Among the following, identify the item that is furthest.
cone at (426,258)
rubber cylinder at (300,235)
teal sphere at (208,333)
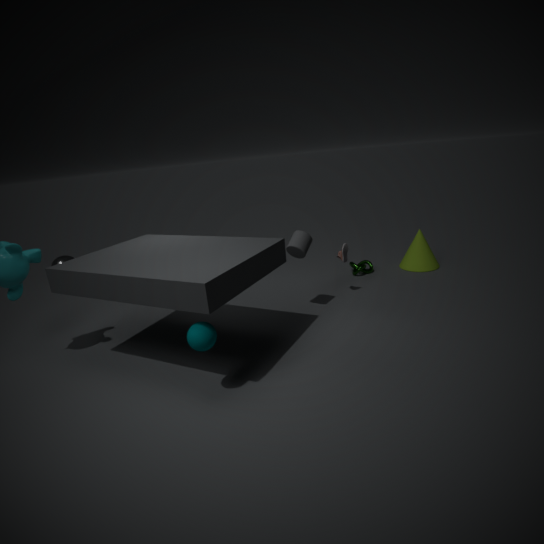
cone at (426,258)
